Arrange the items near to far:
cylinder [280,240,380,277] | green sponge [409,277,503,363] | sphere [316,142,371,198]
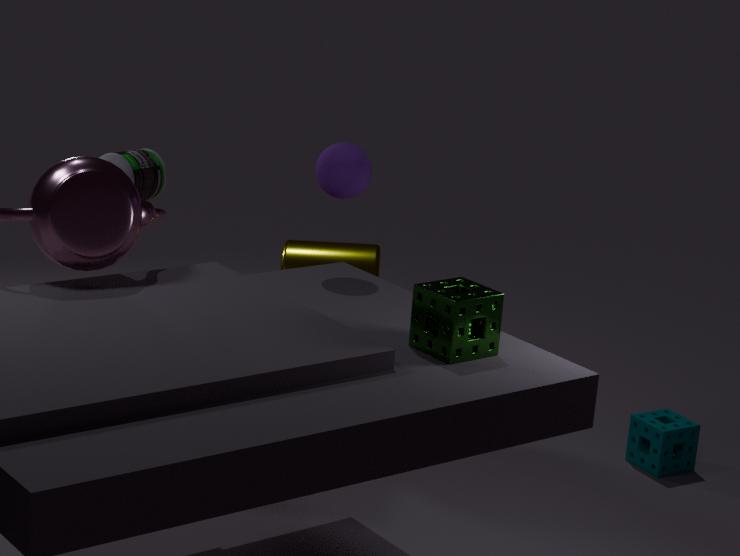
green sponge [409,277,503,363] < sphere [316,142,371,198] < cylinder [280,240,380,277]
